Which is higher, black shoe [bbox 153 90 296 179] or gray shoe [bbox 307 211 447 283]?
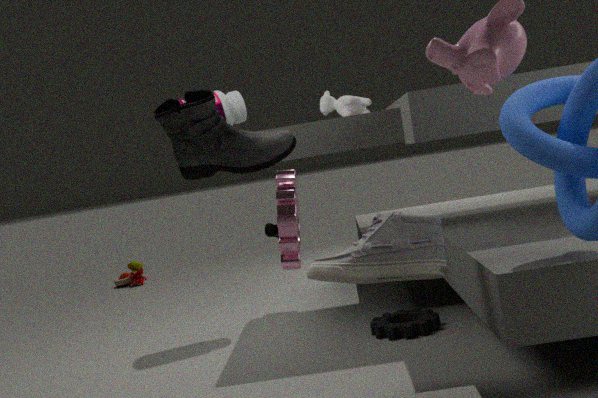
black shoe [bbox 153 90 296 179]
